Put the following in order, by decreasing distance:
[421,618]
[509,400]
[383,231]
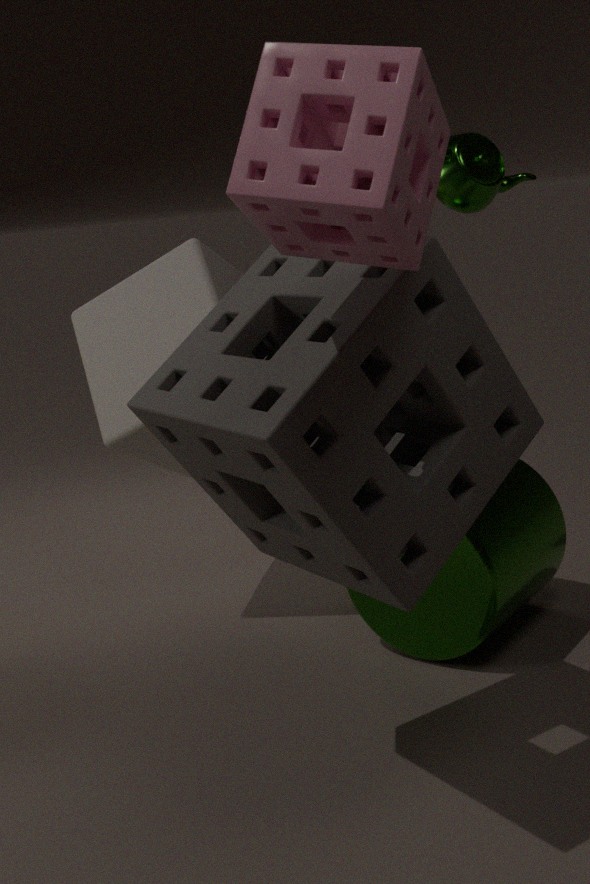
[421,618] → [509,400] → [383,231]
